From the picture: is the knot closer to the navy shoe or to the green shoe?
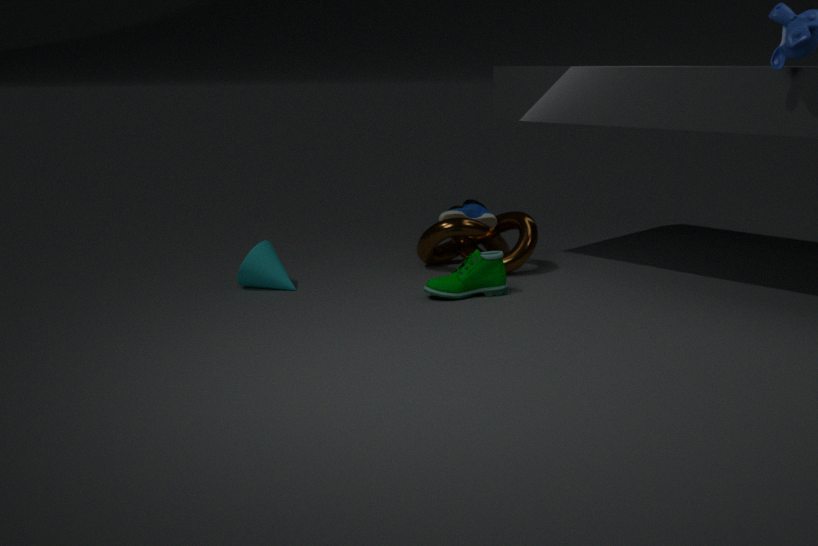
the navy shoe
